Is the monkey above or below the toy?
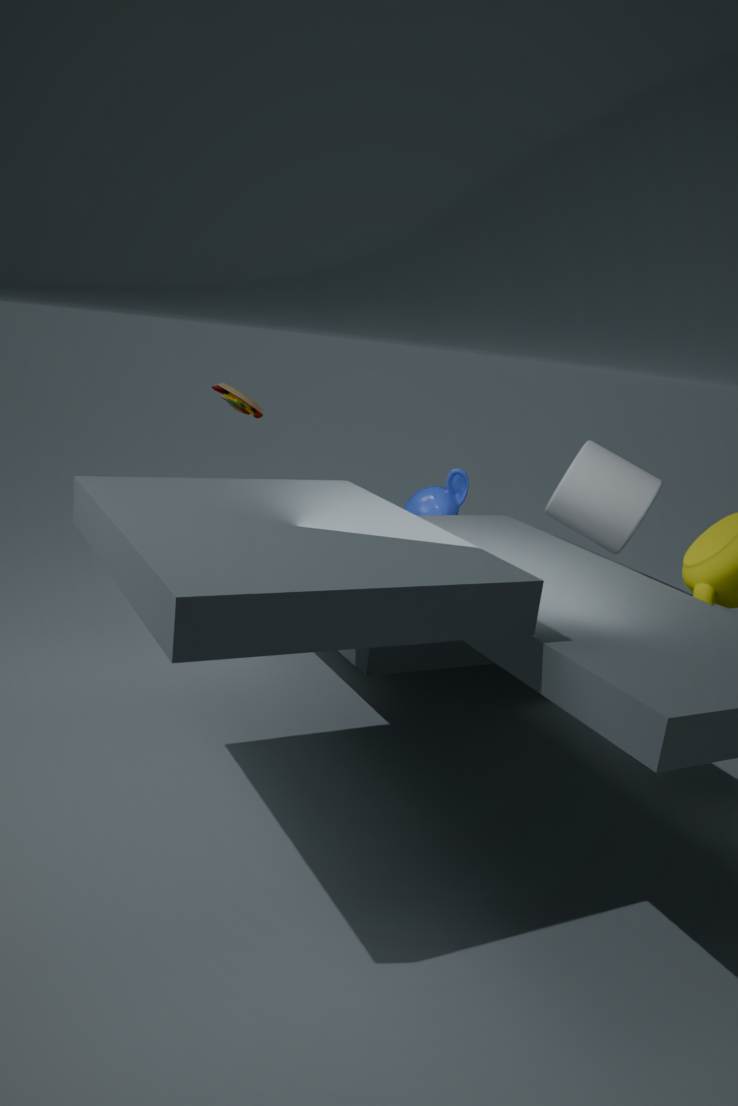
below
